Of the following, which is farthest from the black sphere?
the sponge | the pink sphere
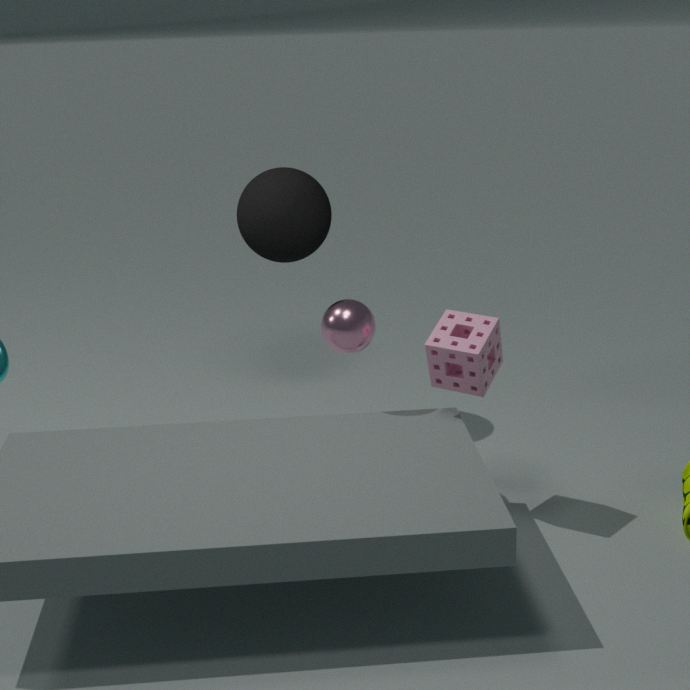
the sponge
